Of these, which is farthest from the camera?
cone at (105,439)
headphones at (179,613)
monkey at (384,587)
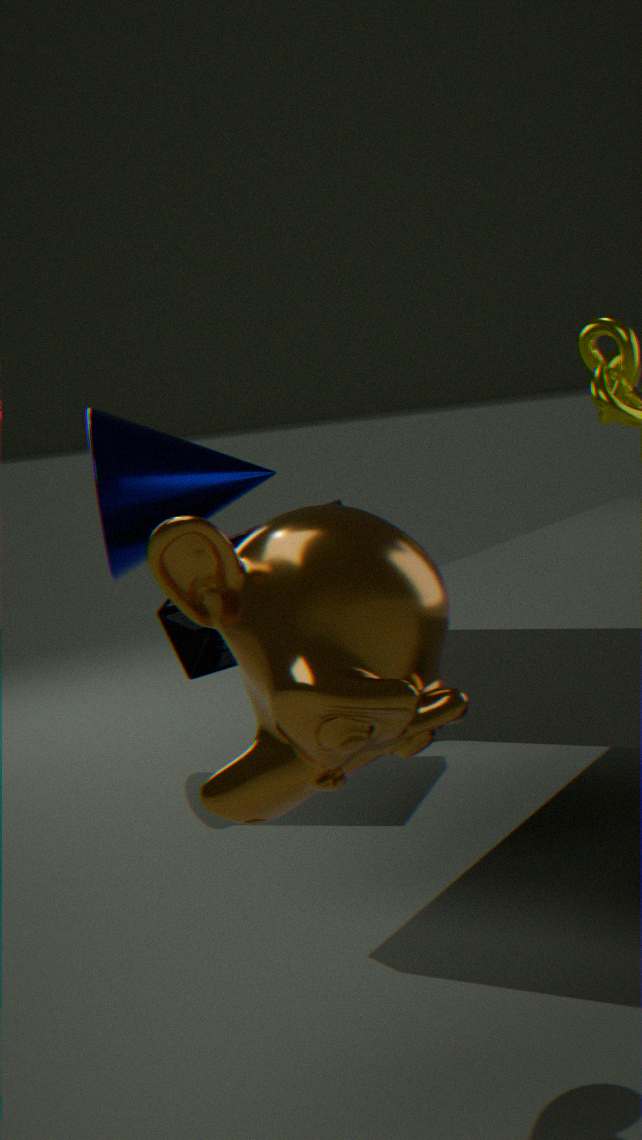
cone at (105,439)
